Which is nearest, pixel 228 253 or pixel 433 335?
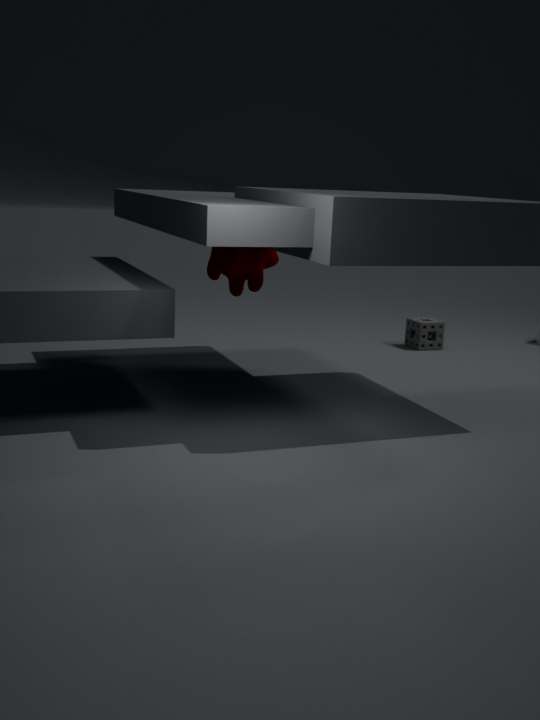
pixel 228 253
